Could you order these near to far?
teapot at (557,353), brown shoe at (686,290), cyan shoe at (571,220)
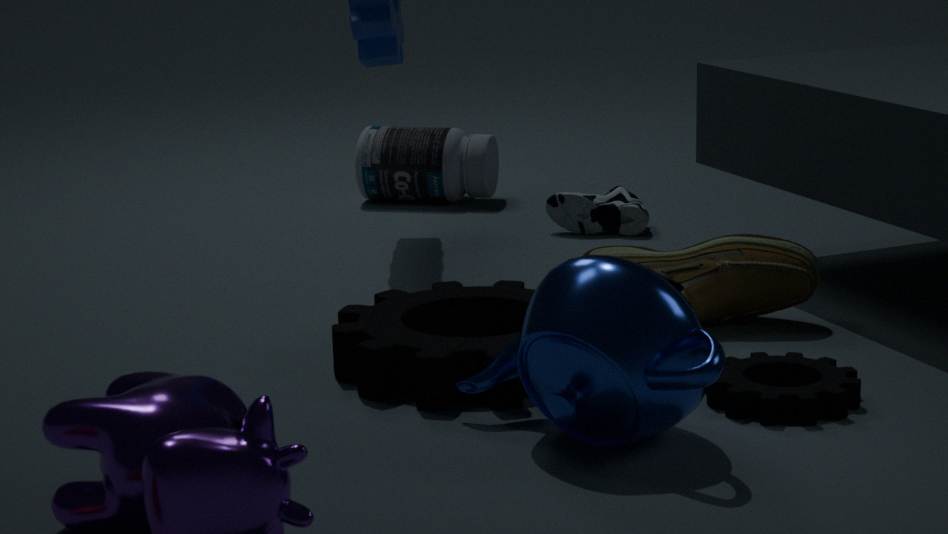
1. teapot at (557,353)
2. brown shoe at (686,290)
3. cyan shoe at (571,220)
